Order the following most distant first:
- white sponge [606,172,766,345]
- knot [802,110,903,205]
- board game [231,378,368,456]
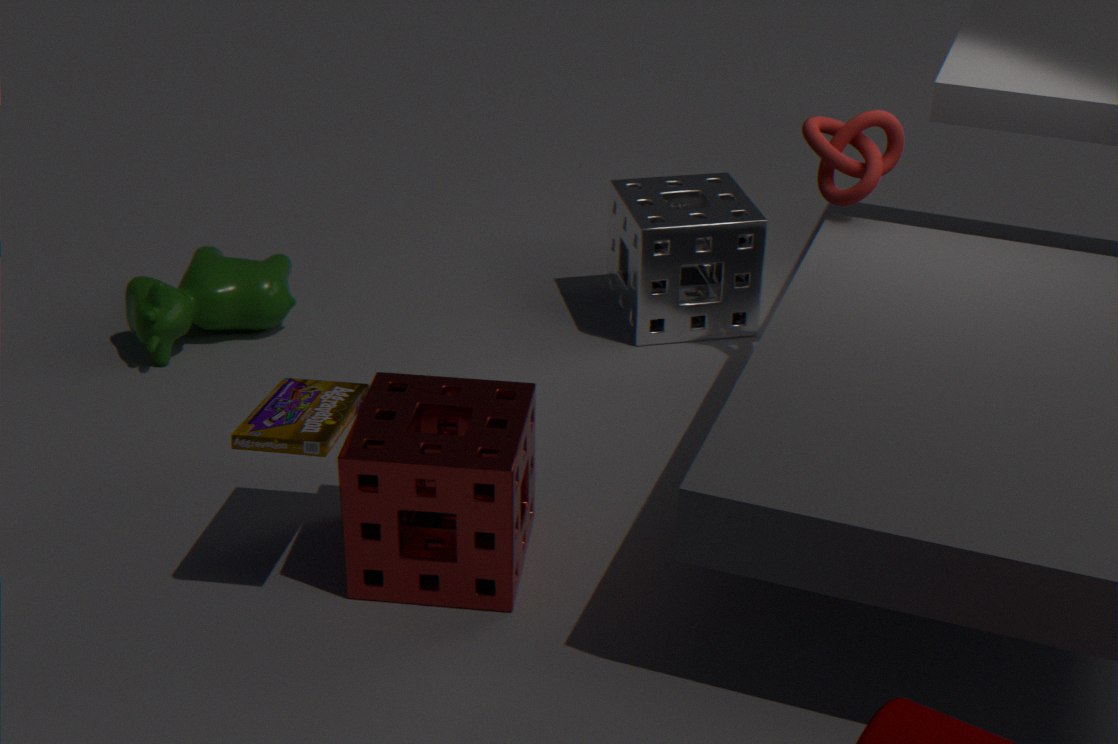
white sponge [606,172,766,345] → knot [802,110,903,205] → board game [231,378,368,456]
